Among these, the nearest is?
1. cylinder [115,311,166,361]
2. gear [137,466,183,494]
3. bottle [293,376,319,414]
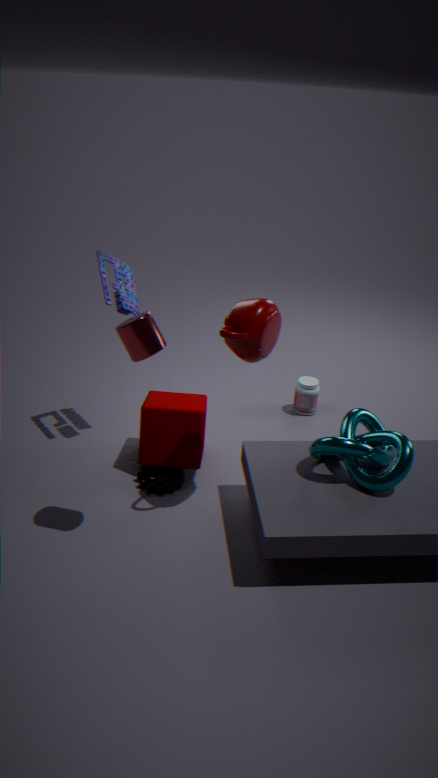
cylinder [115,311,166,361]
